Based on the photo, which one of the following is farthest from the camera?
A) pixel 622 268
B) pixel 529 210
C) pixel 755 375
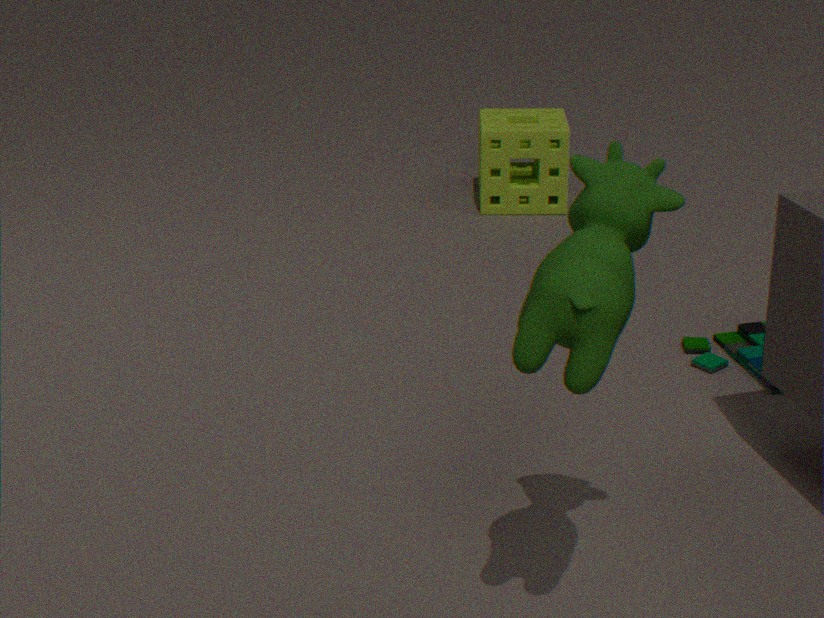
pixel 529 210
